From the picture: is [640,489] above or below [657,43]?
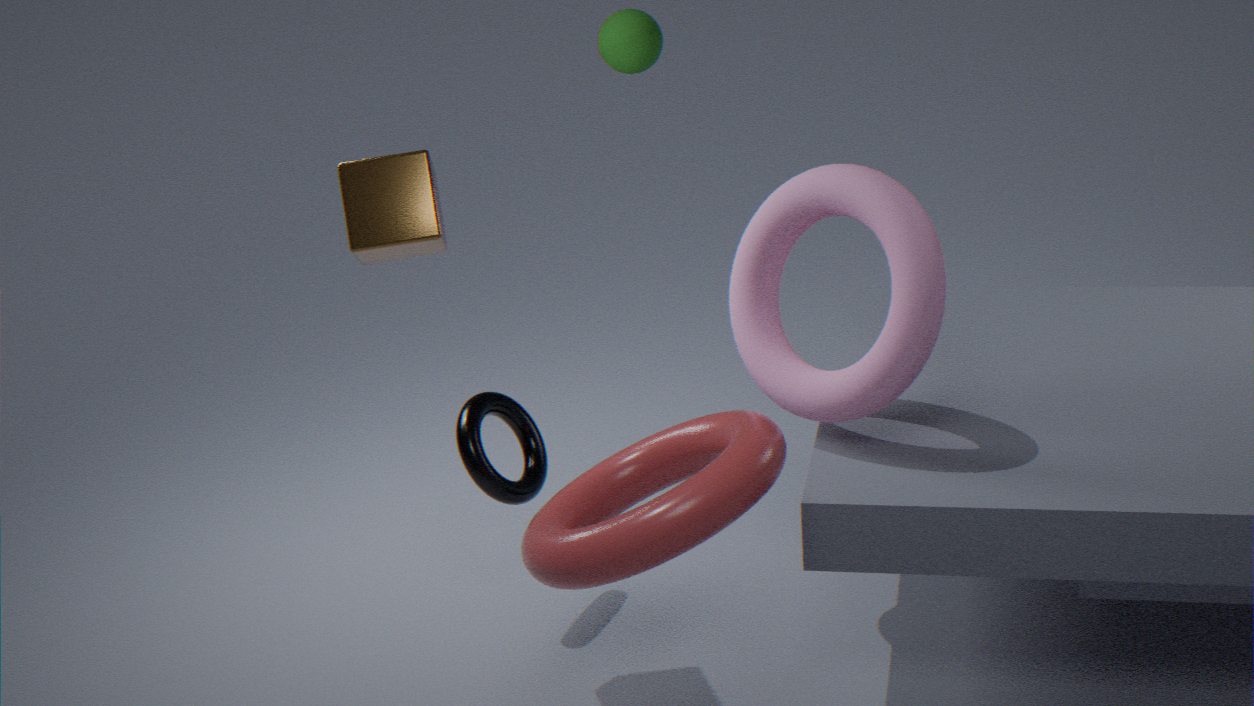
below
